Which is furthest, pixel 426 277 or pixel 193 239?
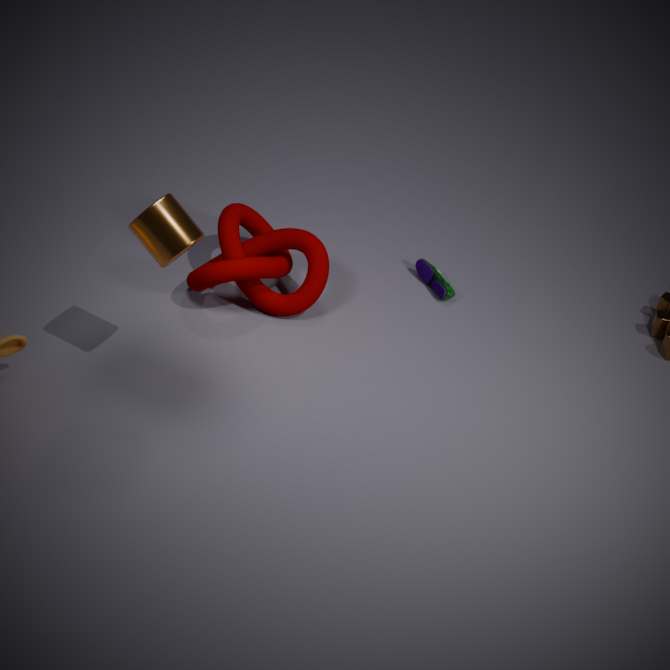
pixel 426 277
